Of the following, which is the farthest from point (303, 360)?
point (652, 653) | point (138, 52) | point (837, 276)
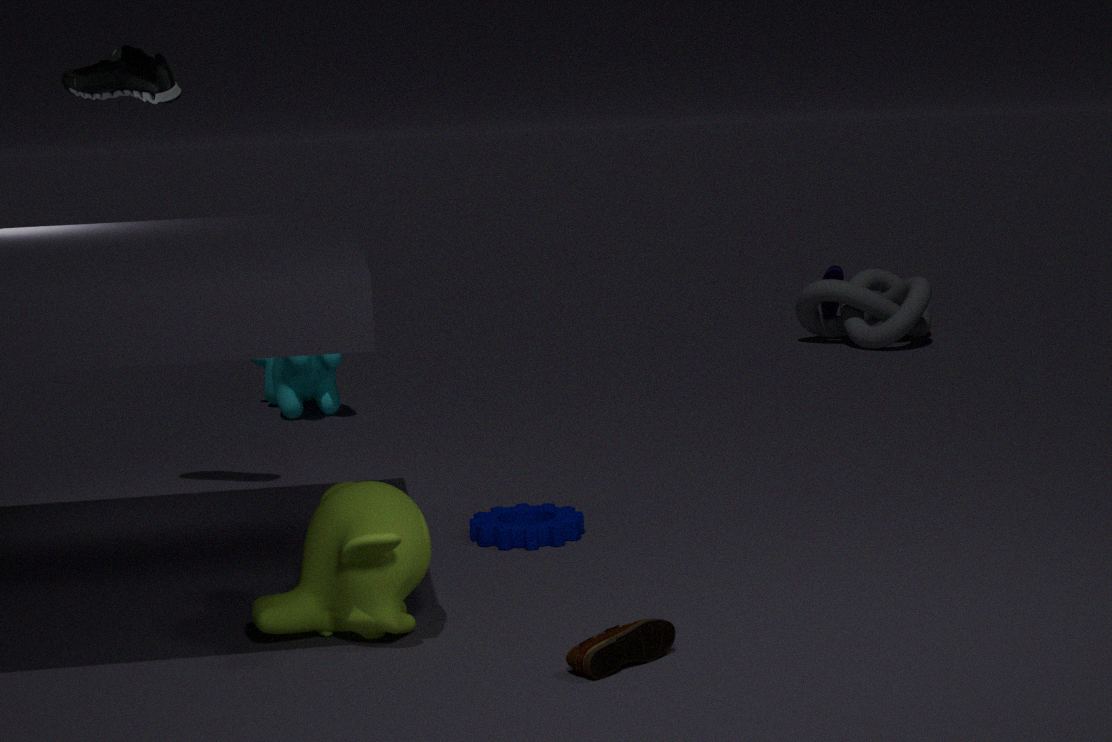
point (652, 653)
